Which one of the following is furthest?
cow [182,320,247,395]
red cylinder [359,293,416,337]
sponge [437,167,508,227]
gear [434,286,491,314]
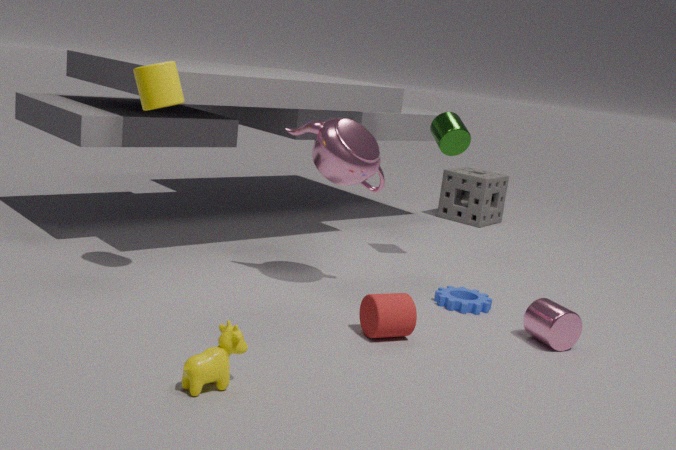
sponge [437,167,508,227]
